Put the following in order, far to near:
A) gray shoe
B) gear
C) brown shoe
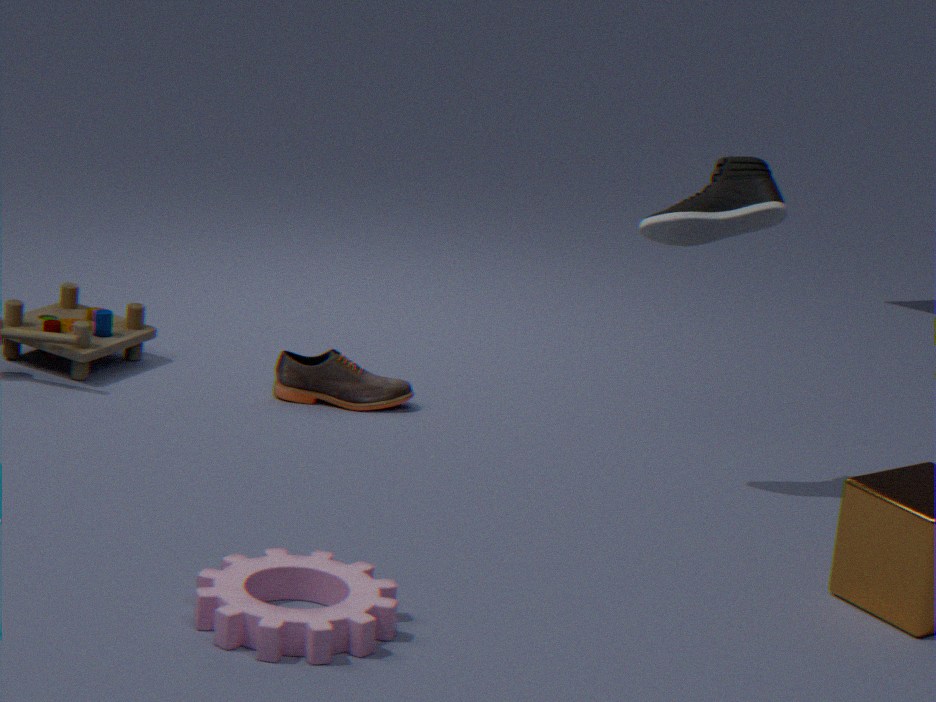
brown shoe, gray shoe, gear
